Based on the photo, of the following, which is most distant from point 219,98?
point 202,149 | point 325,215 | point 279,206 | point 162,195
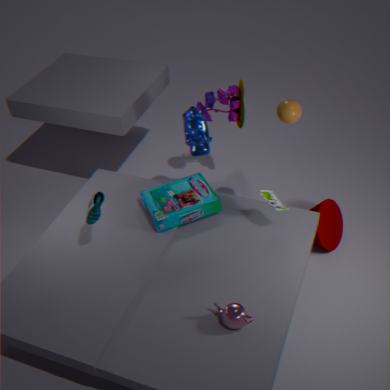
point 325,215
